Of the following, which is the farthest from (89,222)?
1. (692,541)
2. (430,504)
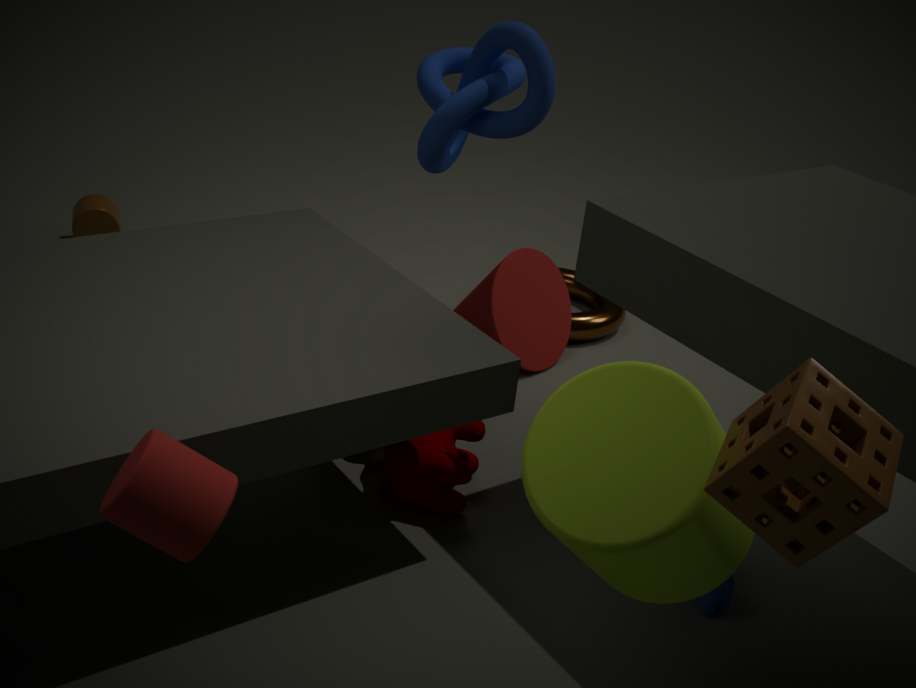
(692,541)
